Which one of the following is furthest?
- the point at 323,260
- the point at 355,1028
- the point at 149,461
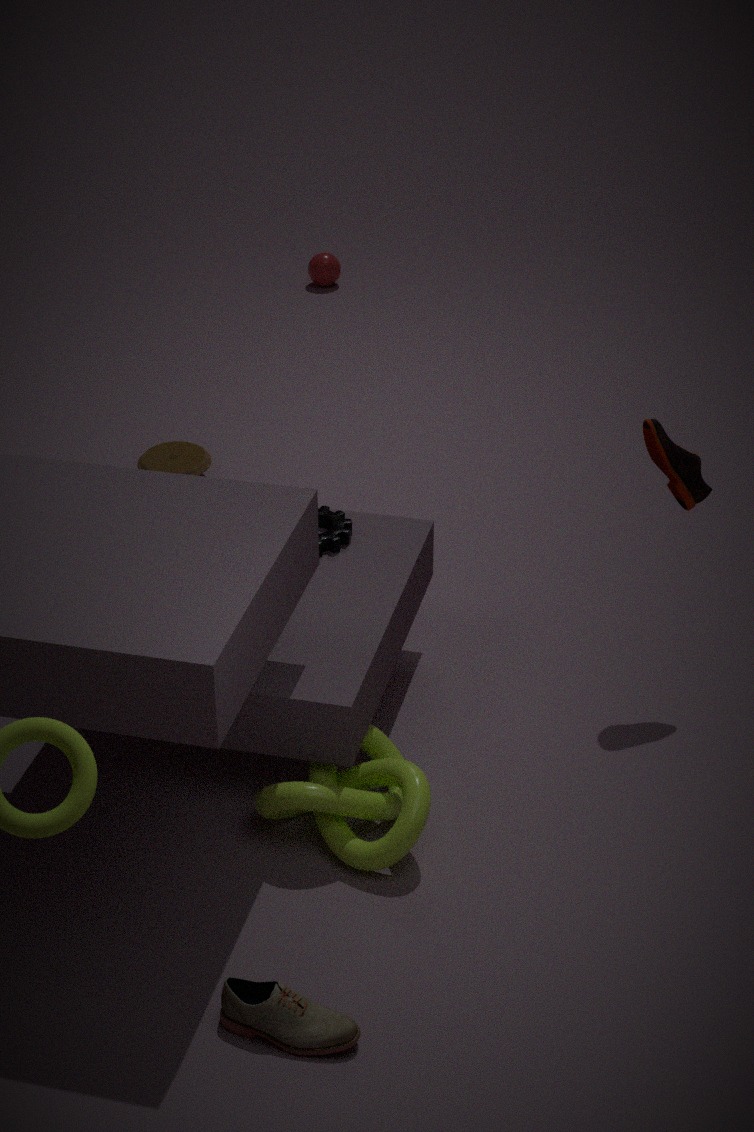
the point at 323,260
